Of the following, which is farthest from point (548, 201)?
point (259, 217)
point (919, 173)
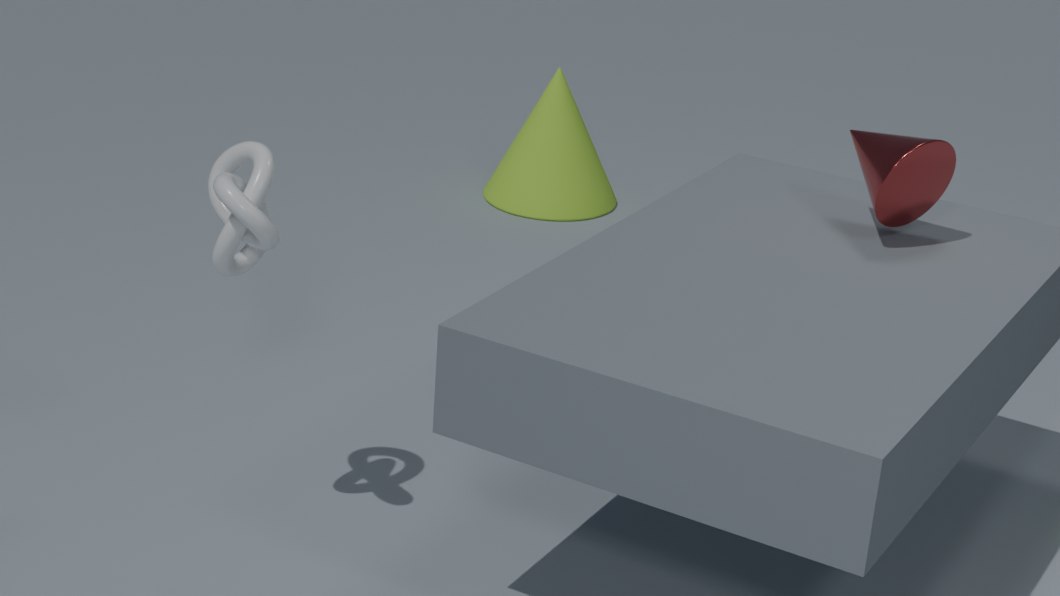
point (259, 217)
